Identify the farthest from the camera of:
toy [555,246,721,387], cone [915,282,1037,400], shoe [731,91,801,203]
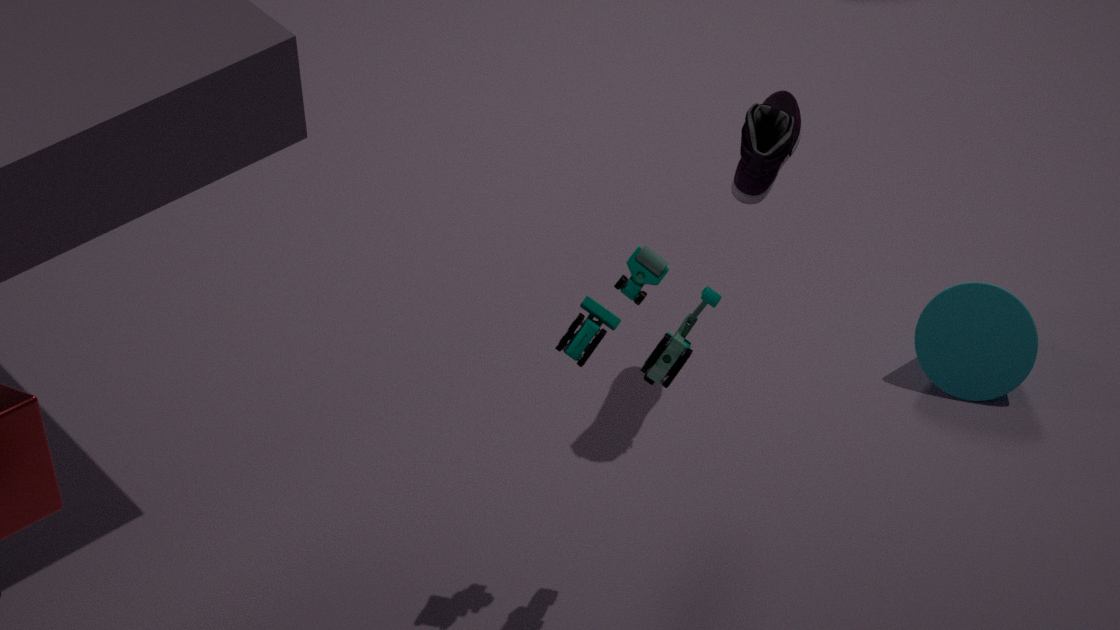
cone [915,282,1037,400]
